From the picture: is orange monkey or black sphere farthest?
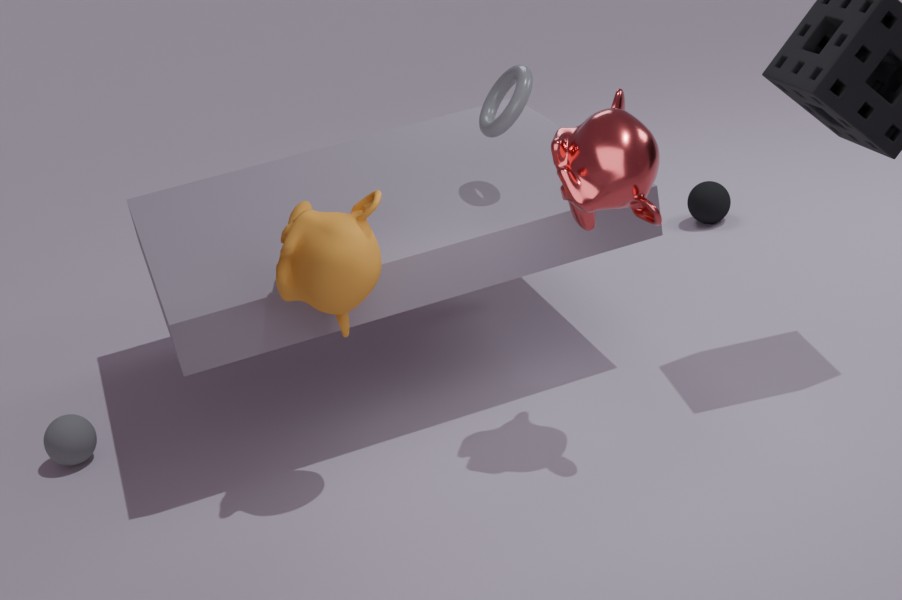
black sphere
